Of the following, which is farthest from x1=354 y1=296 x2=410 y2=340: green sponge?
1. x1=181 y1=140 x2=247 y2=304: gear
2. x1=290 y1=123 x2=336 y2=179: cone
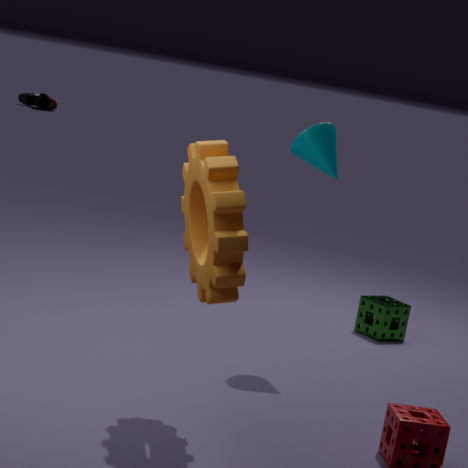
x1=181 y1=140 x2=247 y2=304: gear
